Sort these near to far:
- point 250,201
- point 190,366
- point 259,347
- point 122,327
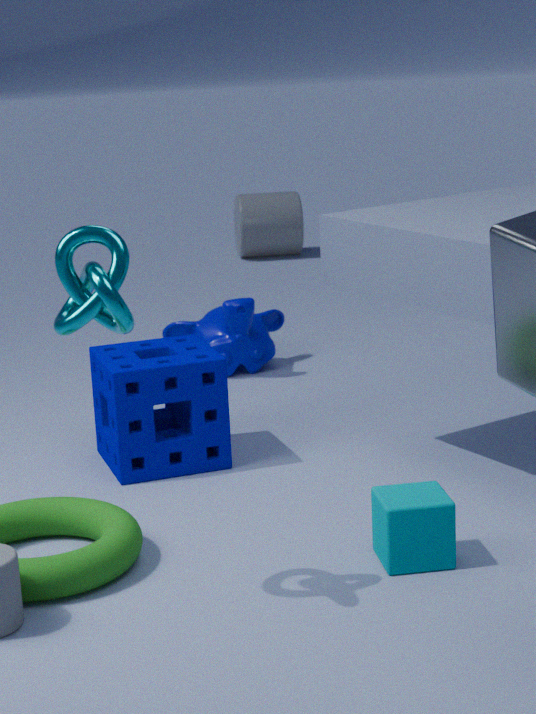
point 122,327
point 190,366
point 259,347
point 250,201
